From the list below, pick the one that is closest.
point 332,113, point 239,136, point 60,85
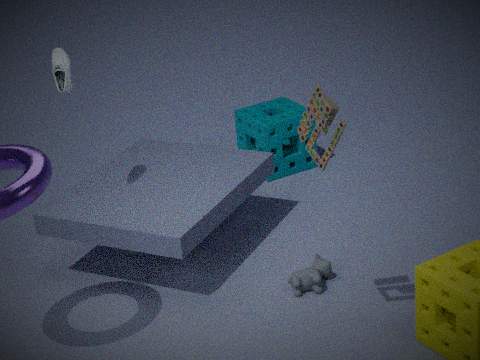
point 332,113
